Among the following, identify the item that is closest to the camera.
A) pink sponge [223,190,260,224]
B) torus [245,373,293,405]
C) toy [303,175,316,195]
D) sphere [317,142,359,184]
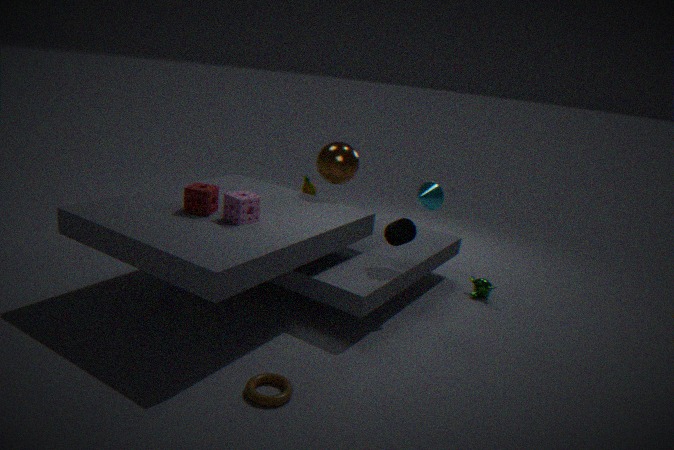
torus [245,373,293,405]
